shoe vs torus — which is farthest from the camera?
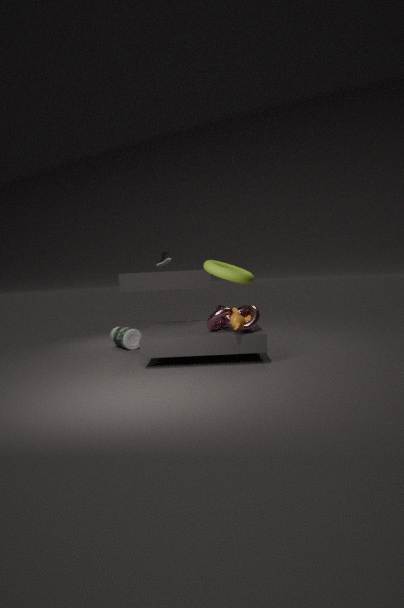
shoe
